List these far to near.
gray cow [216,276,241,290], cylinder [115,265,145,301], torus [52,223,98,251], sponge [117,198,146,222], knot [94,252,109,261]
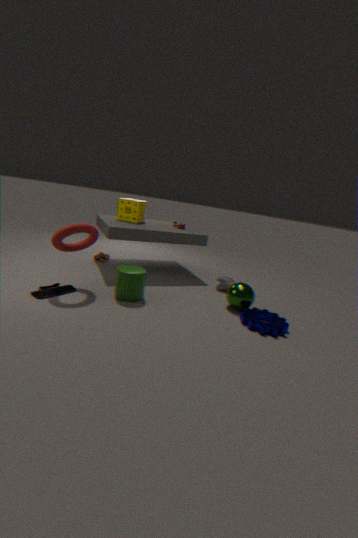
knot [94,252,109,261] → sponge [117,198,146,222] → gray cow [216,276,241,290] → cylinder [115,265,145,301] → torus [52,223,98,251]
